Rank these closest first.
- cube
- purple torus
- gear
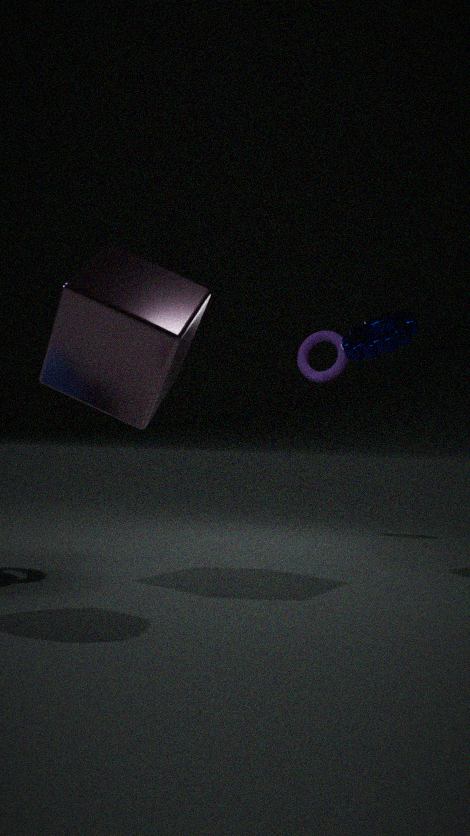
cube, gear, purple torus
